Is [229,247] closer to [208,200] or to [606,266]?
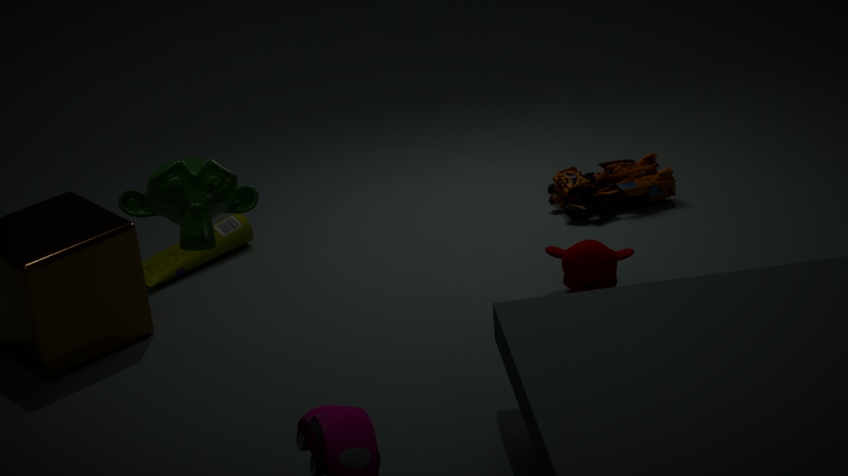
[606,266]
